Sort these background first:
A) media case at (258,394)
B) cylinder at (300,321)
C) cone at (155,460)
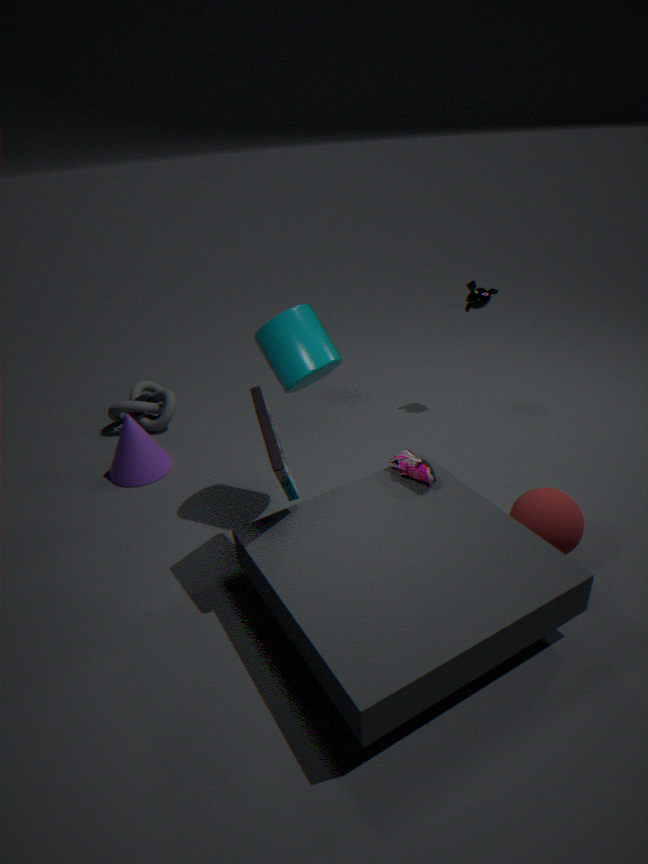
cone at (155,460) → cylinder at (300,321) → media case at (258,394)
